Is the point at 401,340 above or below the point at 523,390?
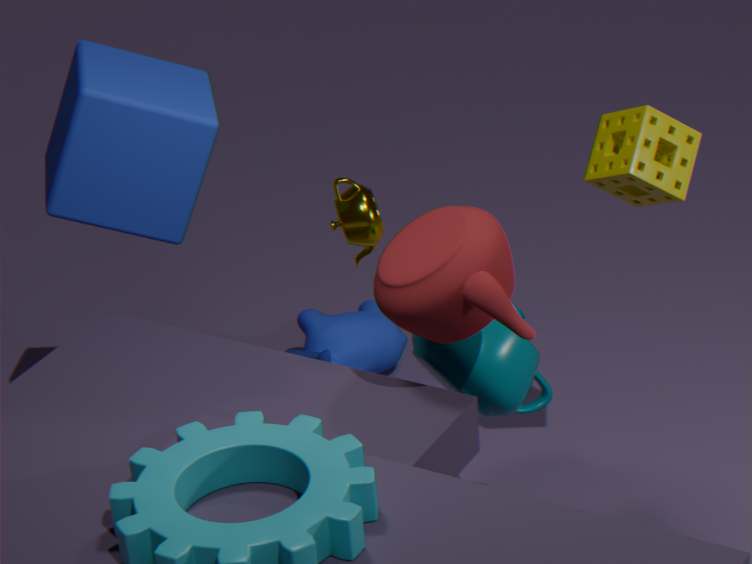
below
